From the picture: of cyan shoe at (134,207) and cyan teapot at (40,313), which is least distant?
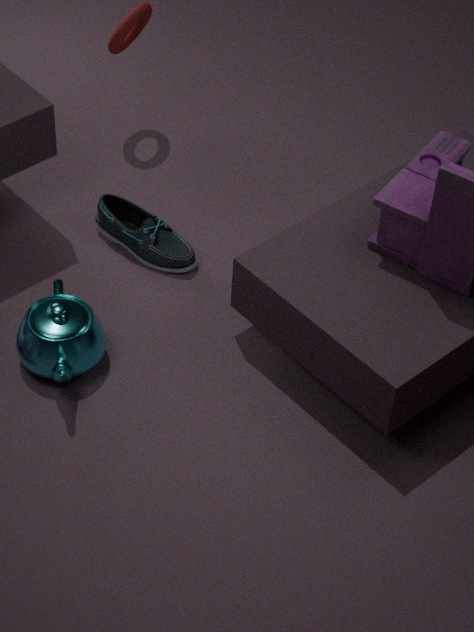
cyan teapot at (40,313)
